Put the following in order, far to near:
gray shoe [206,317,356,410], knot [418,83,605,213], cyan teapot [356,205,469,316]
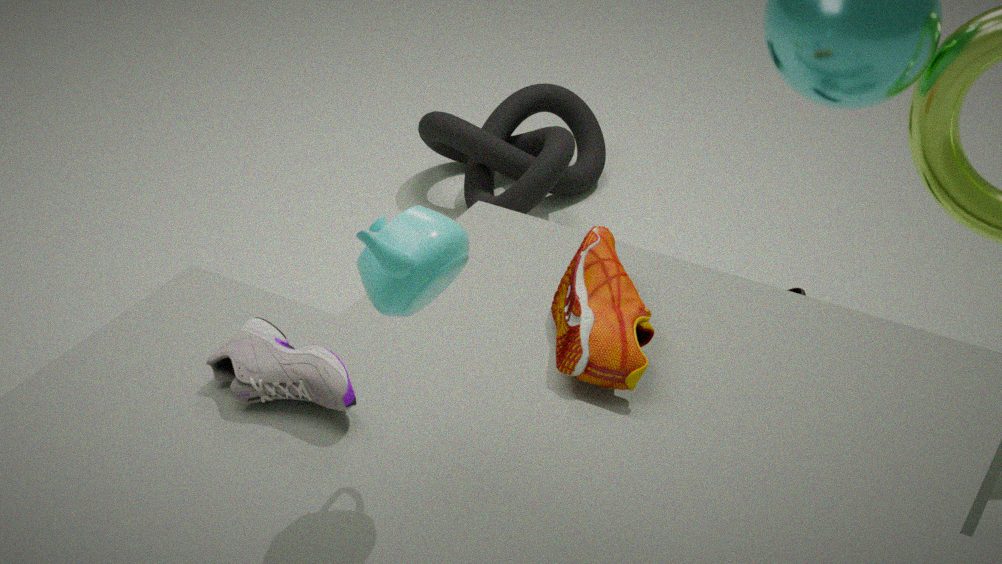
1. knot [418,83,605,213]
2. gray shoe [206,317,356,410]
3. cyan teapot [356,205,469,316]
